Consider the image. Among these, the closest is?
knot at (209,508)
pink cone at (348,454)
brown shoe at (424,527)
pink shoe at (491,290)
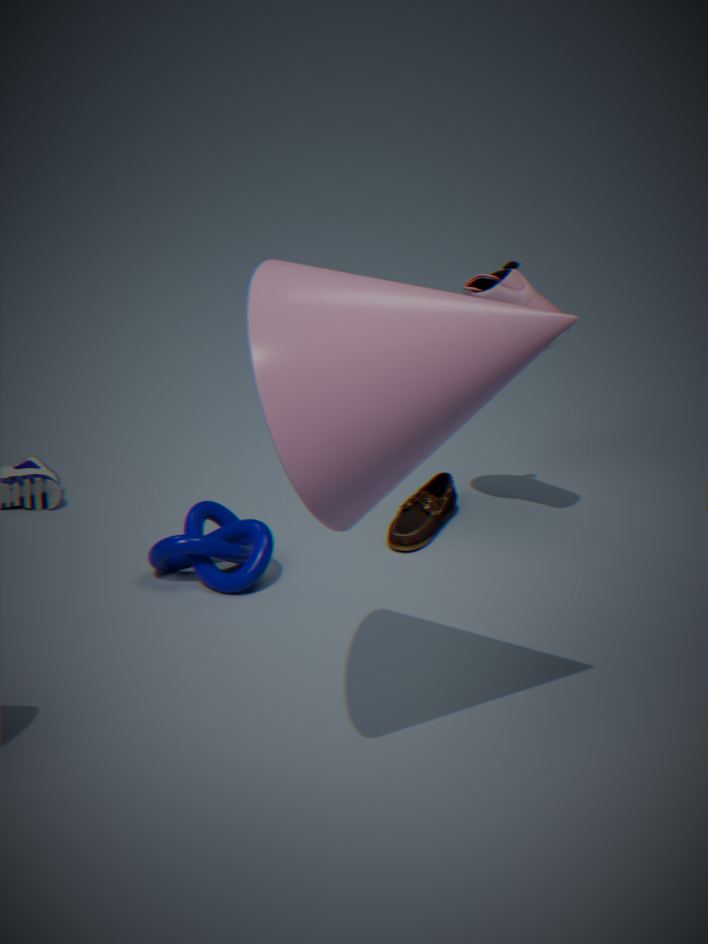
pink cone at (348,454)
